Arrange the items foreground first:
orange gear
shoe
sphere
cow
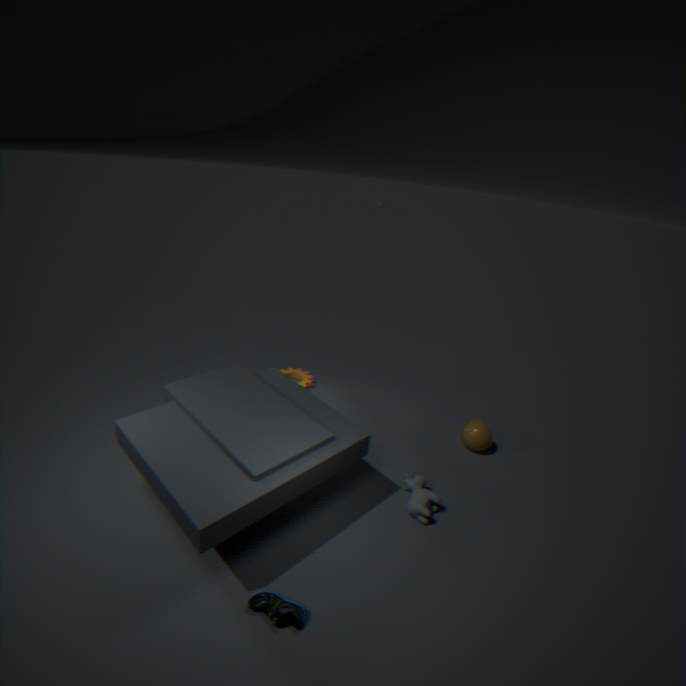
1. shoe
2. cow
3. sphere
4. orange gear
